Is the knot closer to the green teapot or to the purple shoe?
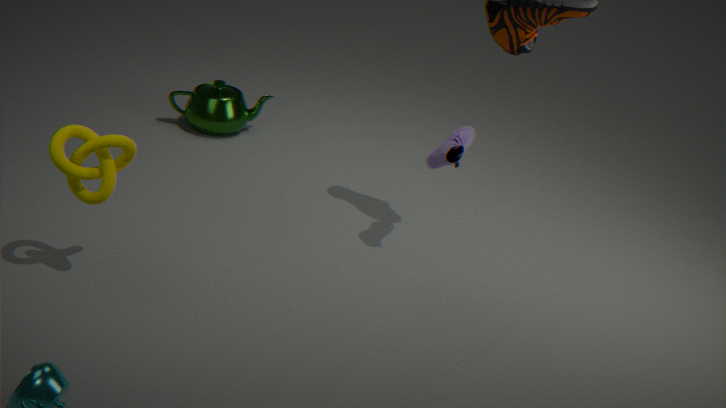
the purple shoe
